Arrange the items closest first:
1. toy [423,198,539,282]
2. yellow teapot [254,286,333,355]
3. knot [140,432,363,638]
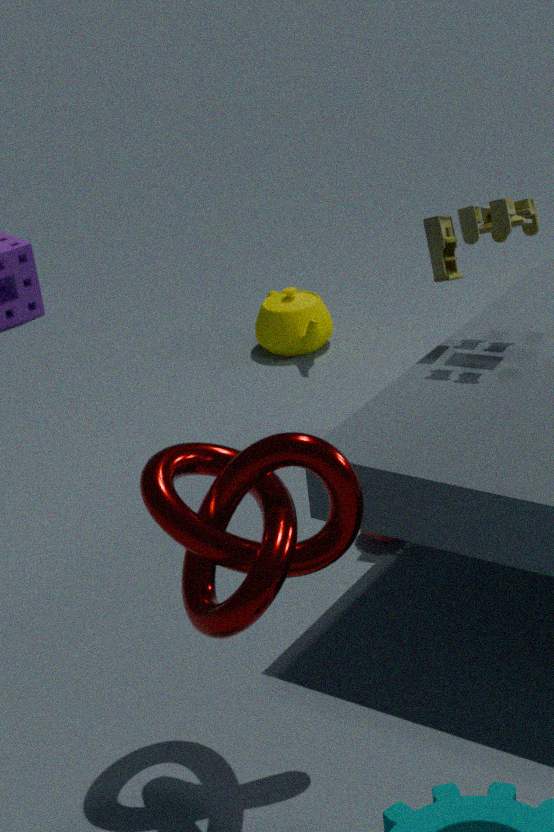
knot [140,432,363,638], toy [423,198,539,282], yellow teapot [254,286,333,355]
